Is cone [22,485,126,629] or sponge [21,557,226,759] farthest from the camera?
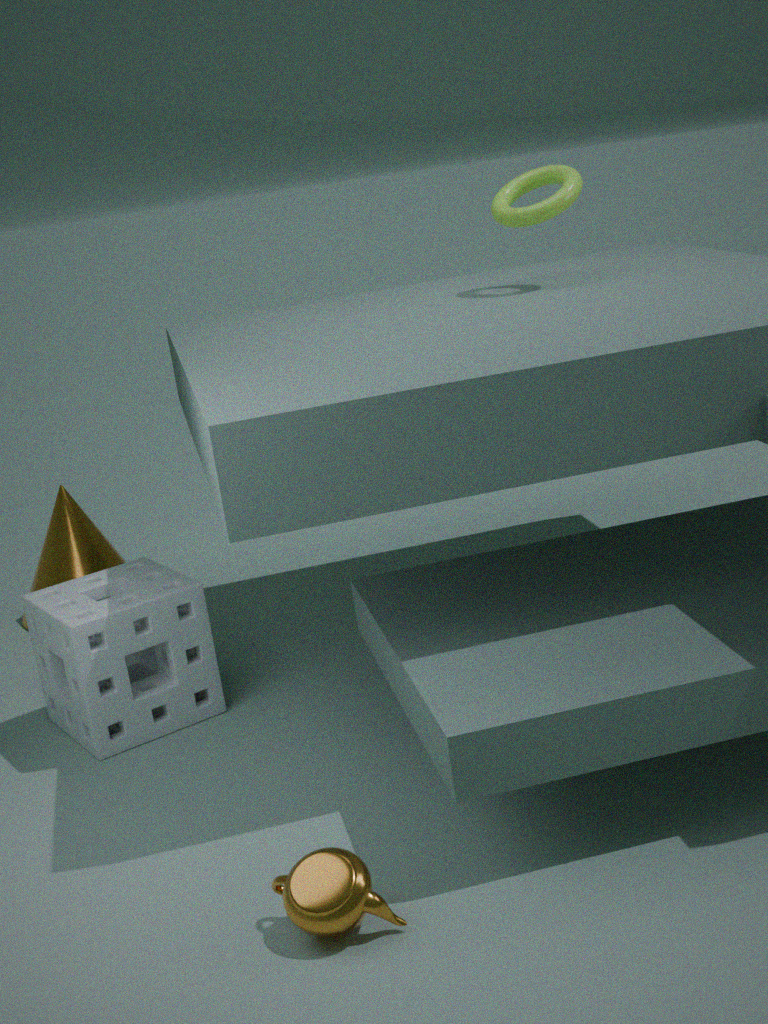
cone [22,485,126,629]
